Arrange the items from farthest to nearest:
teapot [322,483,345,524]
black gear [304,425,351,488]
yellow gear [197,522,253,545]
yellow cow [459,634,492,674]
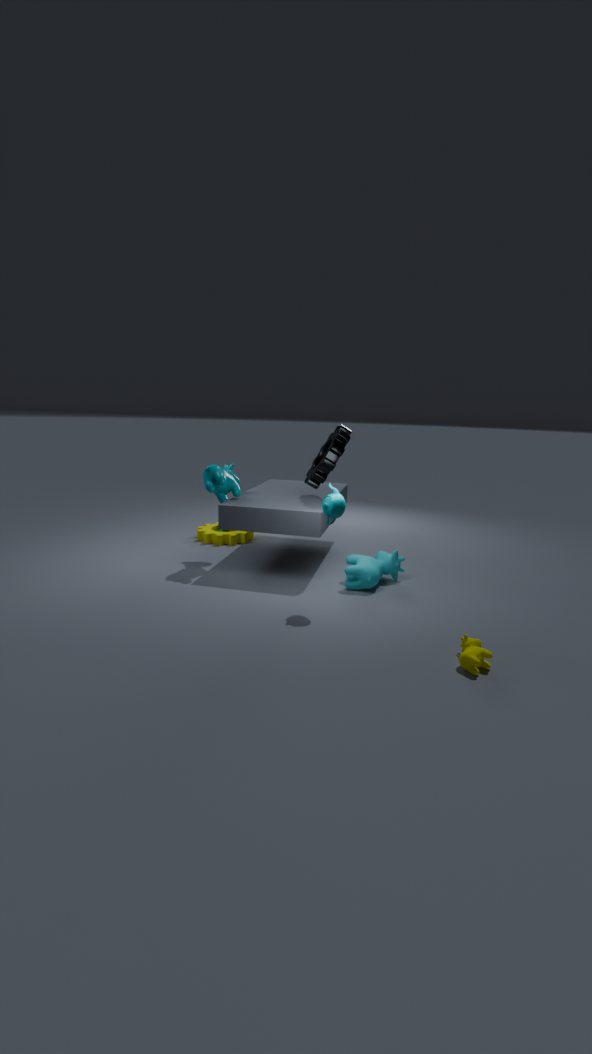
yellow gear [197,522,253,545], black gear [304,425,351,488], teapot [322,483,345,524], yellow cow [459,634,492,674]
